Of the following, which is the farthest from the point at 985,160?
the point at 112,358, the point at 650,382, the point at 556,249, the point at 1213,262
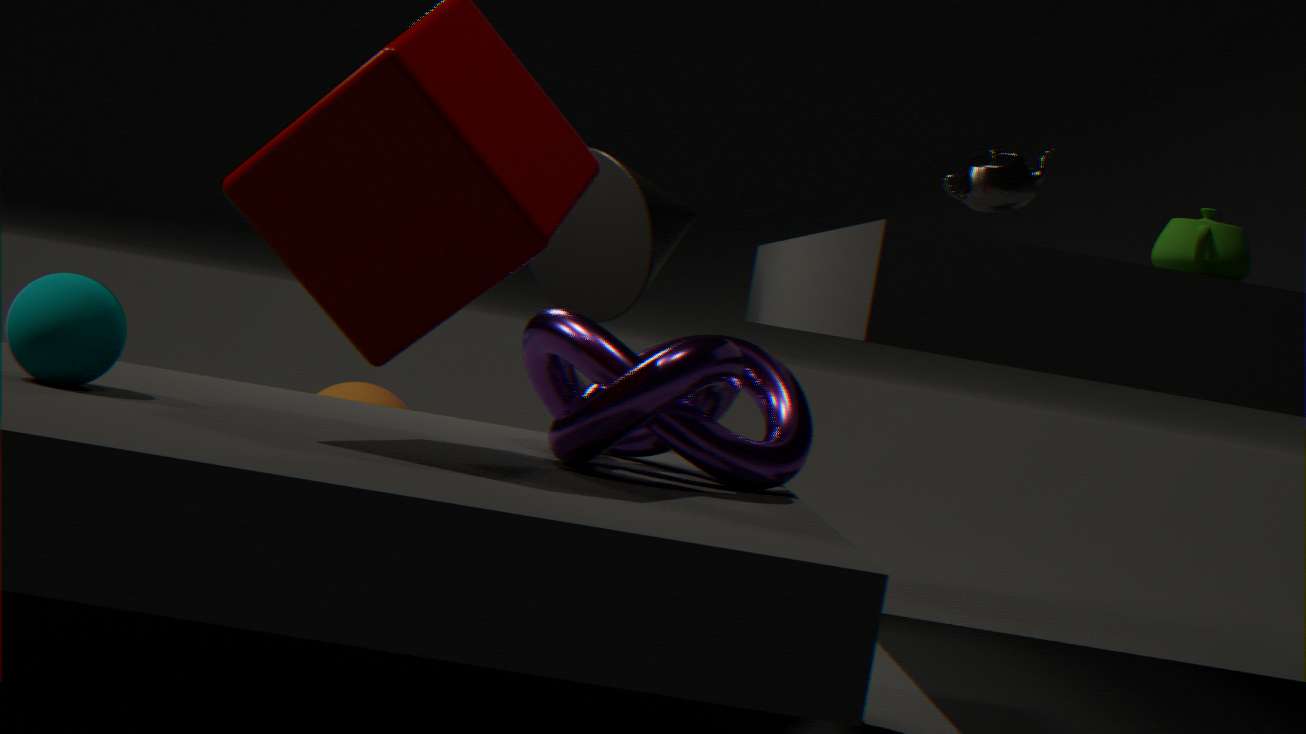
the point at 112,358
